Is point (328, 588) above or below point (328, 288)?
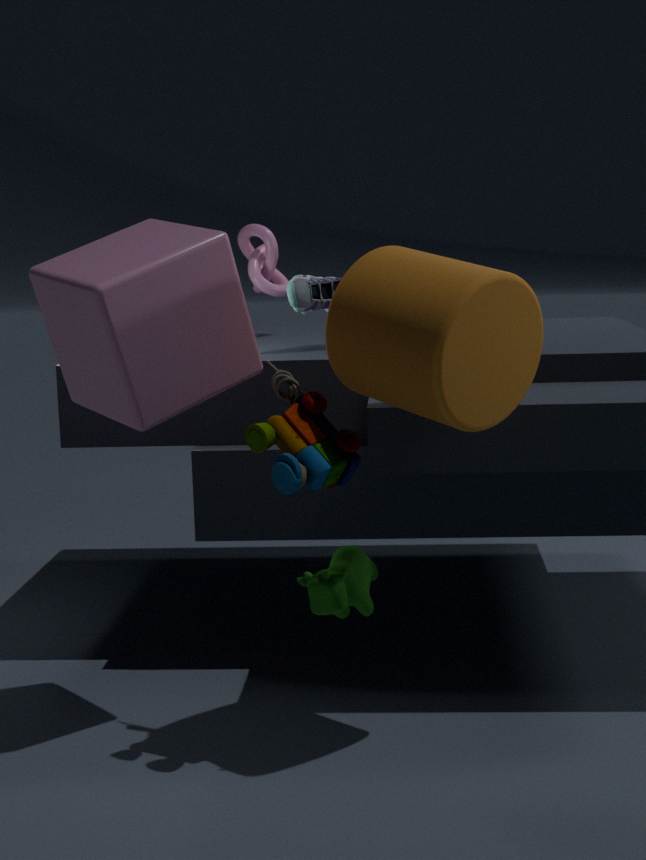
below
